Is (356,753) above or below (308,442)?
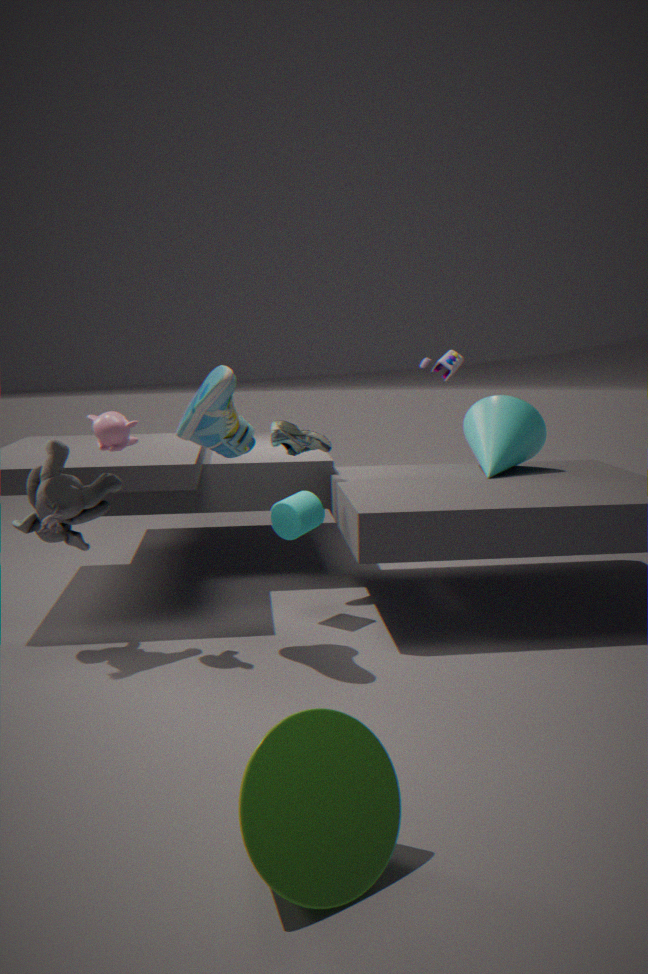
below
